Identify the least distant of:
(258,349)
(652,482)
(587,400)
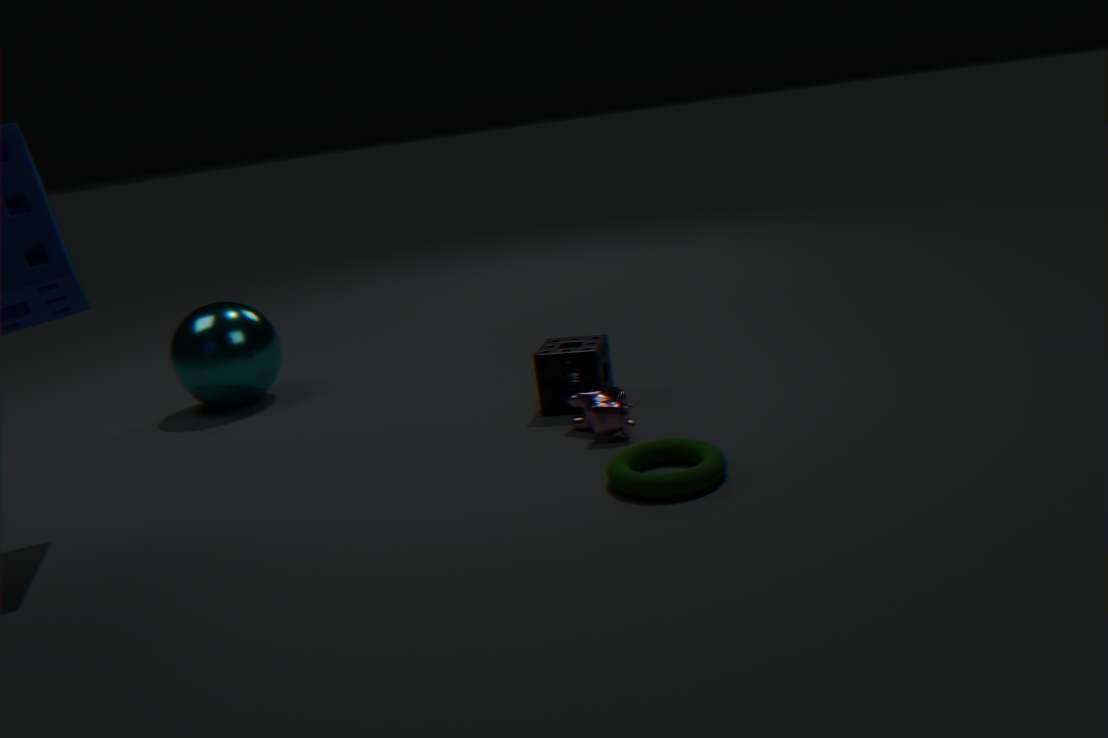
(652,482)
